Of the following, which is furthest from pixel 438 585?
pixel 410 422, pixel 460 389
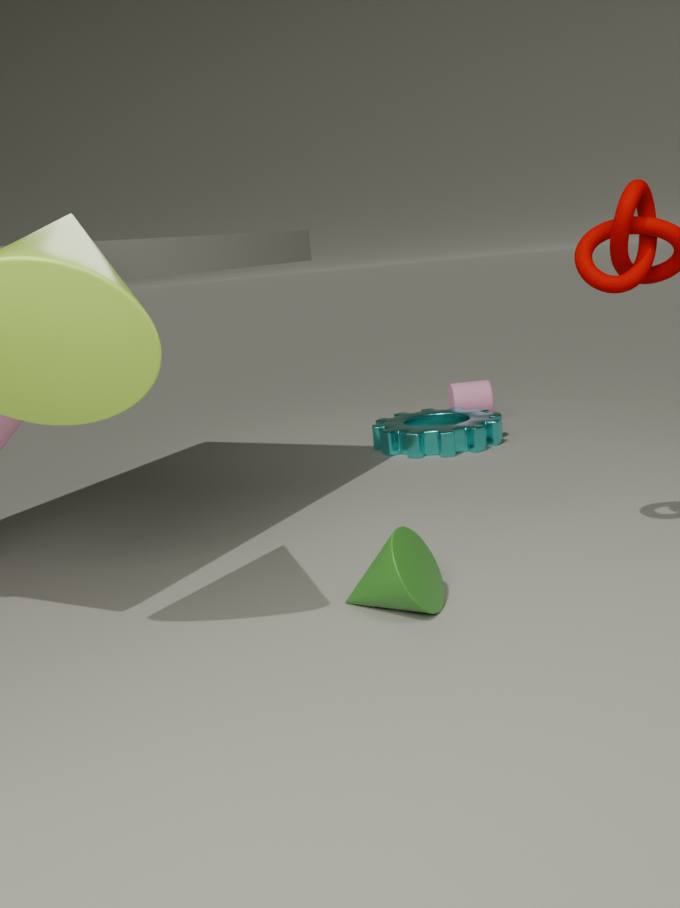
pixel 460 389
